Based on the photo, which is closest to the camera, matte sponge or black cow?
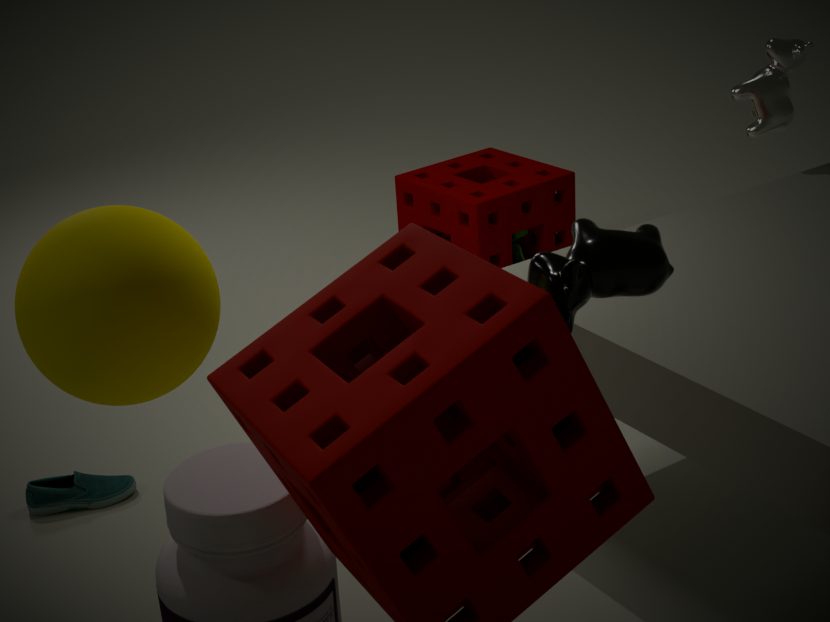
black cow
